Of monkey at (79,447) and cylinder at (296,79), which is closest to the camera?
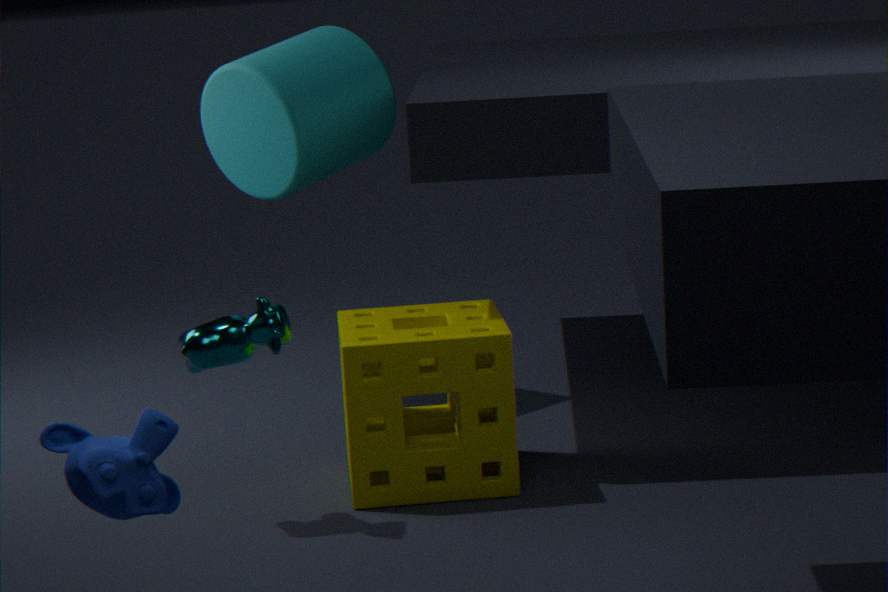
monkey at (79,447)
